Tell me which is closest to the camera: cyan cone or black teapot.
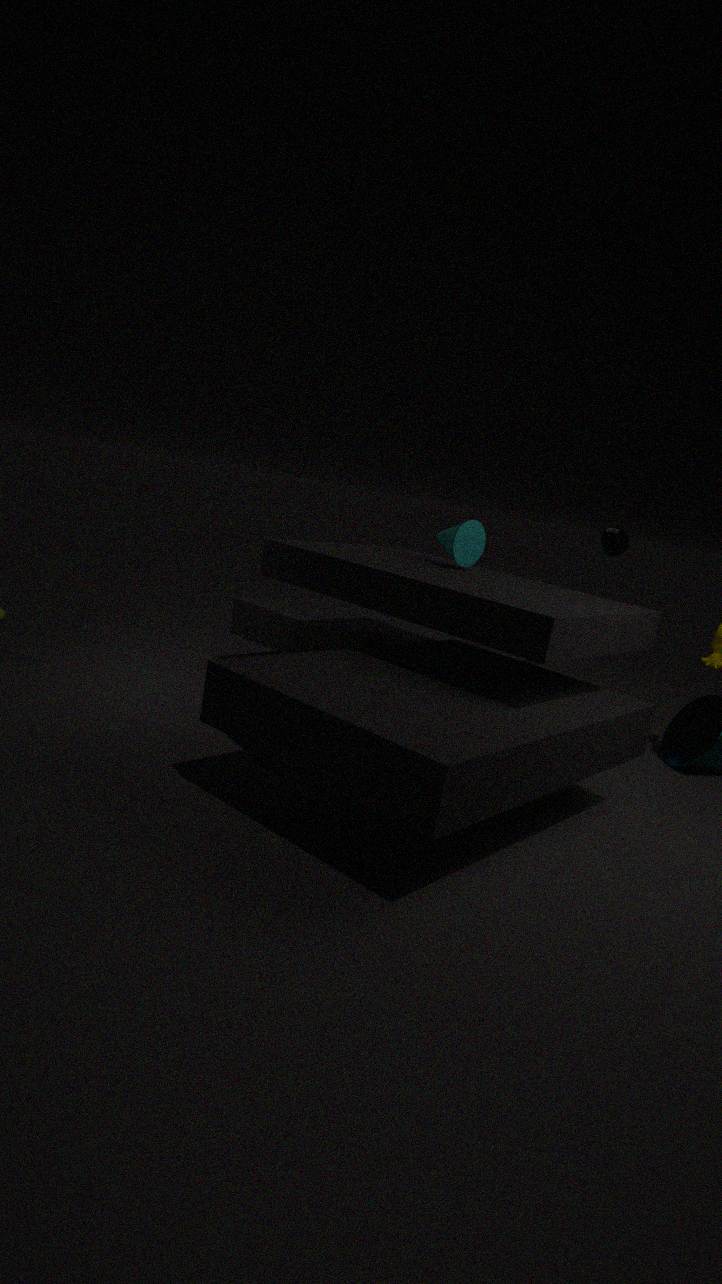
cyan cone
